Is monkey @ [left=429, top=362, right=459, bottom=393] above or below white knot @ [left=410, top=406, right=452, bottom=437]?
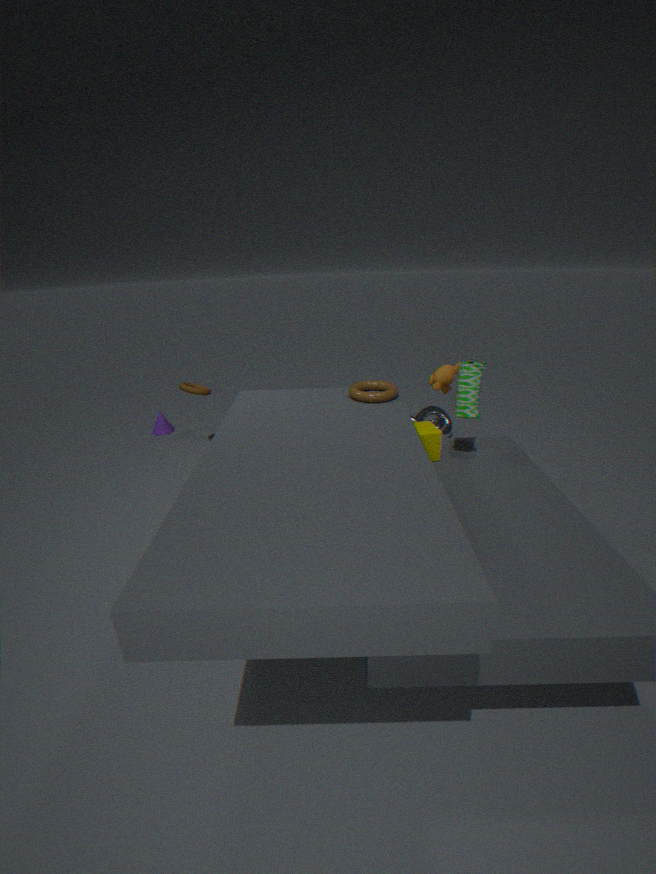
above
